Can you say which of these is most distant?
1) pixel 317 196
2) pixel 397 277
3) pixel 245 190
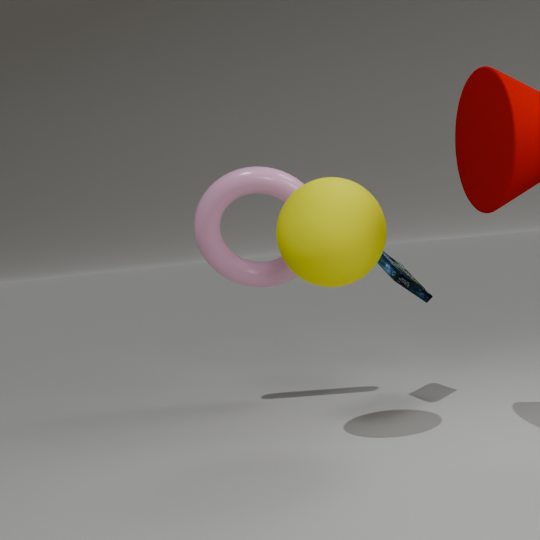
3. pixel 245 190
